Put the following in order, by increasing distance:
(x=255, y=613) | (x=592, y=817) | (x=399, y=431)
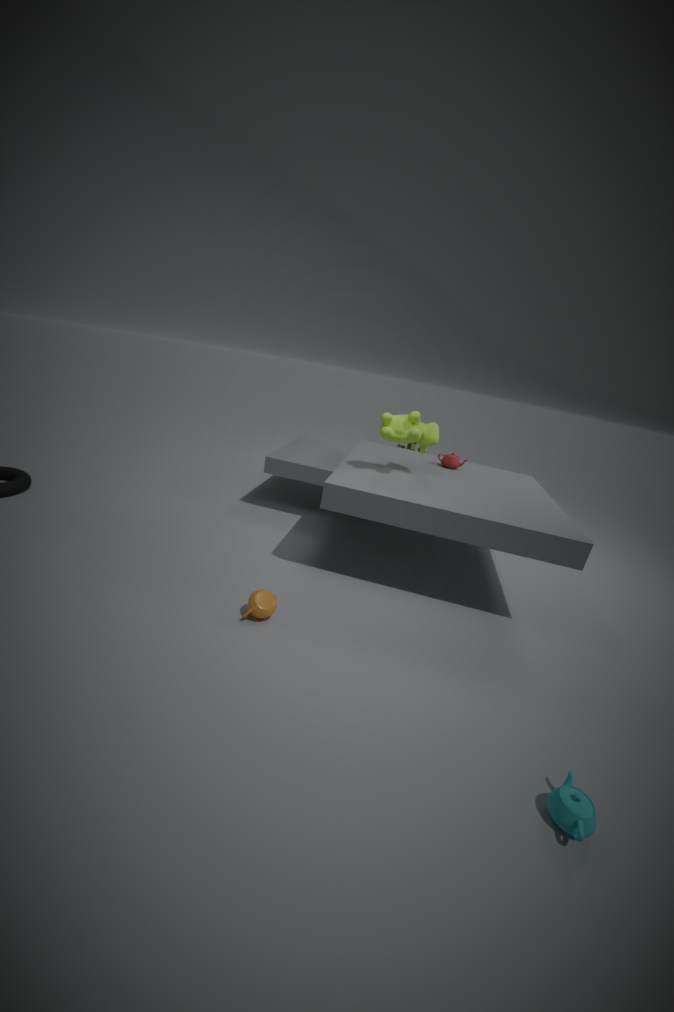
1. (x=592, y=817)
2. (x=255, y=613)
3. (x=399, y=431)
